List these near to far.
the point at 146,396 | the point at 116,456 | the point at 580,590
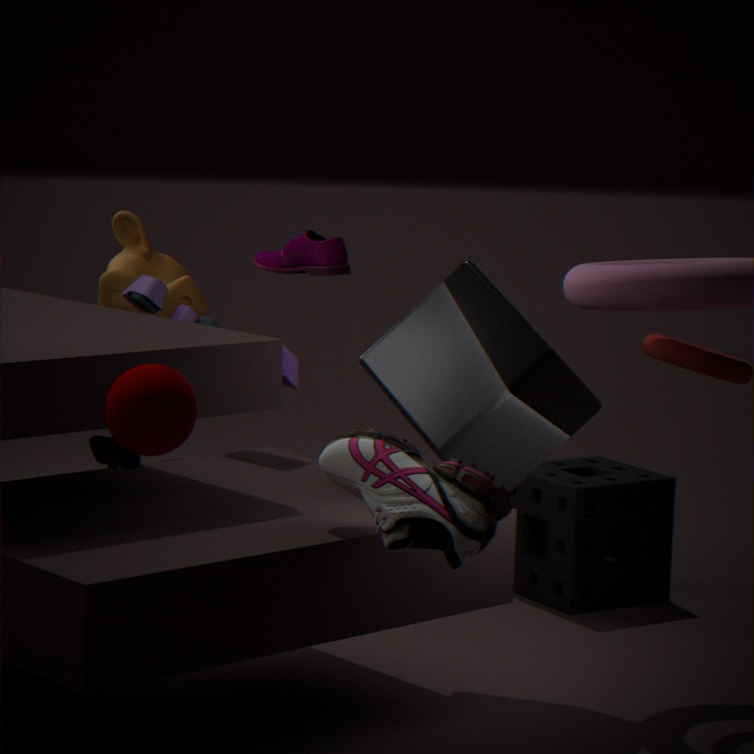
1. the point at 146,396
2. the point at 116,456
3. the point at 580,590
